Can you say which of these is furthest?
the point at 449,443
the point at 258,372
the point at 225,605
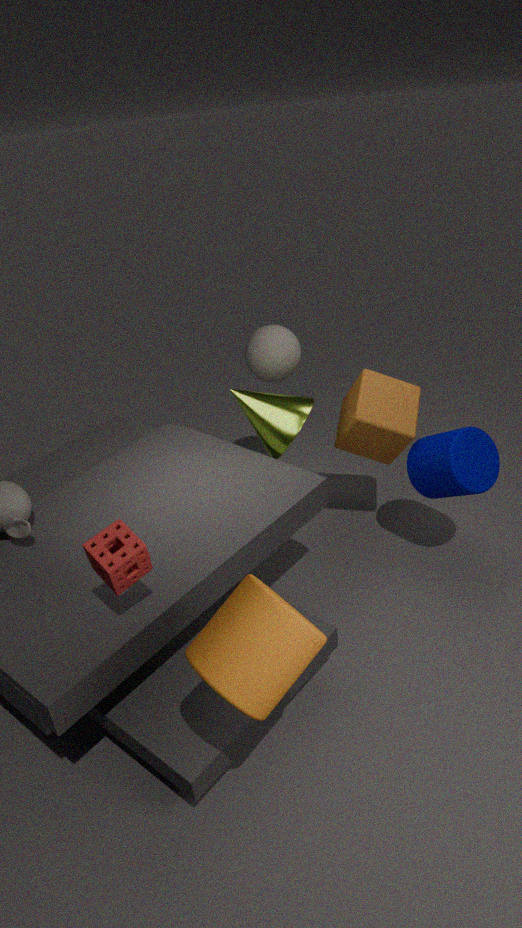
the point at 258,372
